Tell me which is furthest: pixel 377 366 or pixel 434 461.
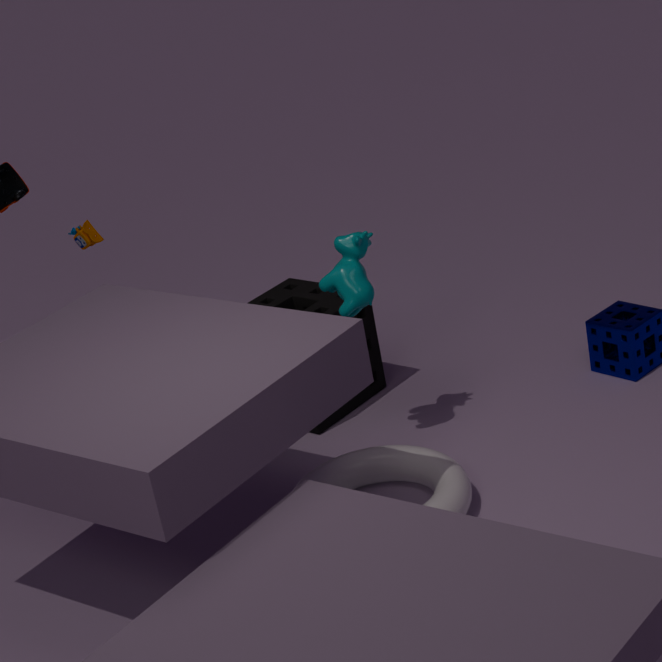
pixel 377 366
